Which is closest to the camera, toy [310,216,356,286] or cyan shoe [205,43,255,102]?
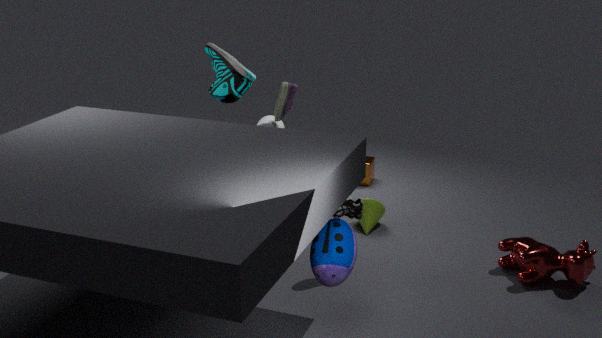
toy [310,216,356,286]
